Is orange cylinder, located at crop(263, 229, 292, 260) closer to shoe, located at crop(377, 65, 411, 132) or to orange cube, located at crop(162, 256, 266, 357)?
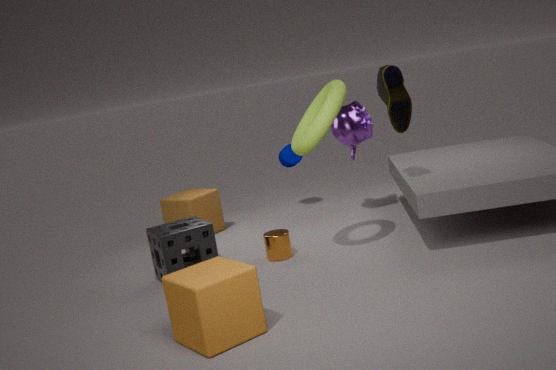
orange cube, located at crop(162, 256, 266, 357)
